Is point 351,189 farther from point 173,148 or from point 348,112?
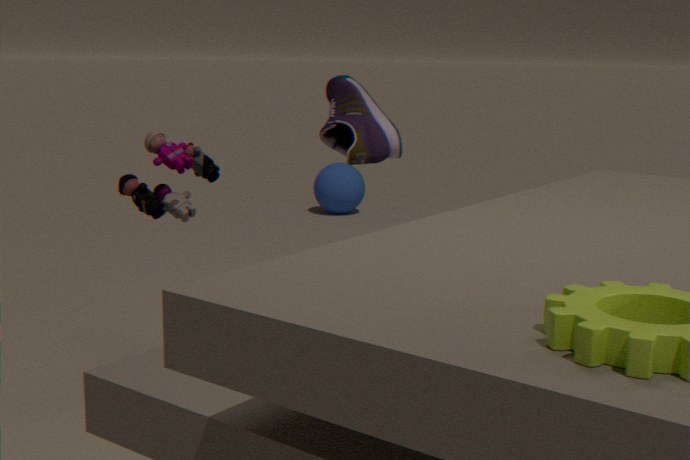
point 173,148
